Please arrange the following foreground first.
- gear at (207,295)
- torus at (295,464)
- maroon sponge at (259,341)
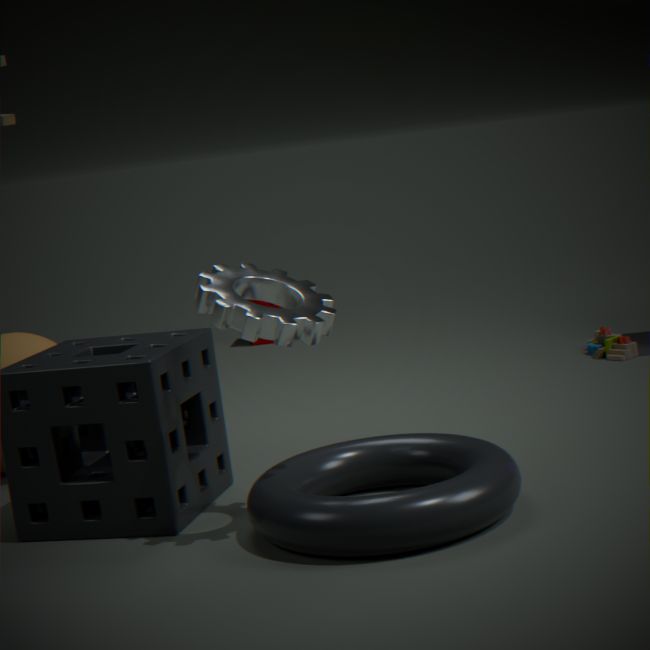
torus at (295,464), gear at (207,295), maroon sponge at (259,341)
